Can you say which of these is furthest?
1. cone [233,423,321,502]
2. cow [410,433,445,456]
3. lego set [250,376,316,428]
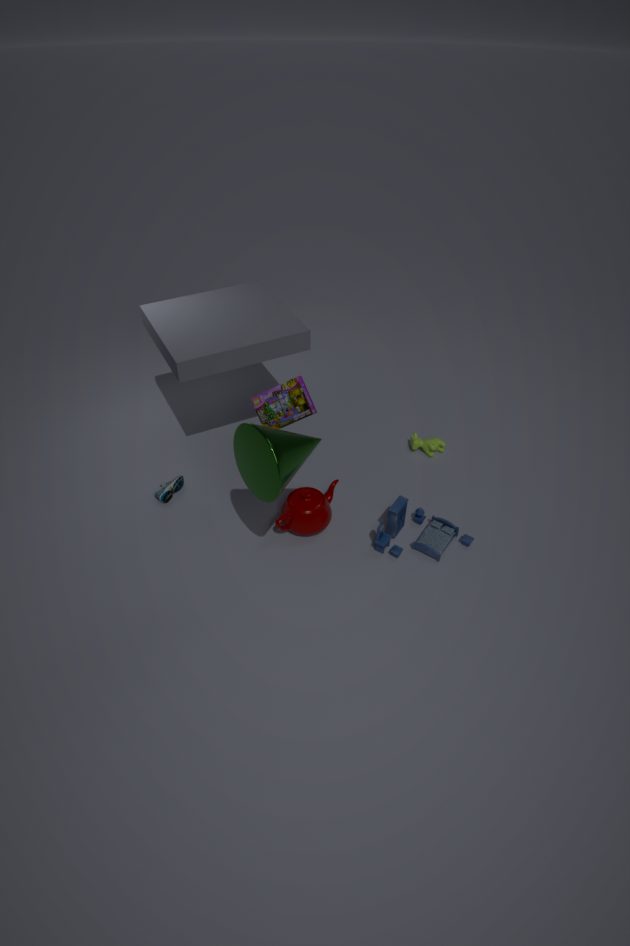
cow [410,433,445,456]
